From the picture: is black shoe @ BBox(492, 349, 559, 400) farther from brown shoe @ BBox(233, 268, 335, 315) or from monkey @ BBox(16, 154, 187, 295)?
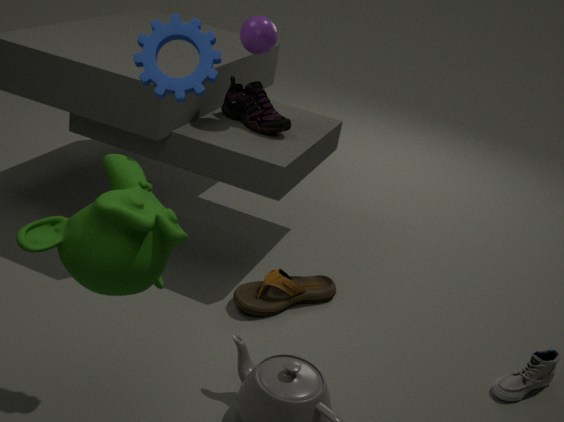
monkey @ BBox(16, 154, 187, 295)
